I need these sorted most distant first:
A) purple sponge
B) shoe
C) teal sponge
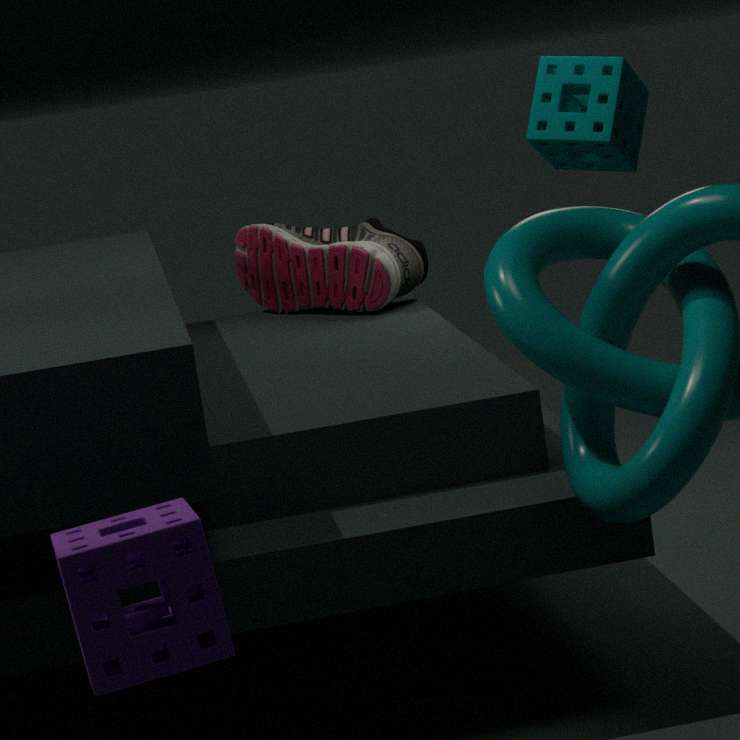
shoe → teal sponge → purple sponge
